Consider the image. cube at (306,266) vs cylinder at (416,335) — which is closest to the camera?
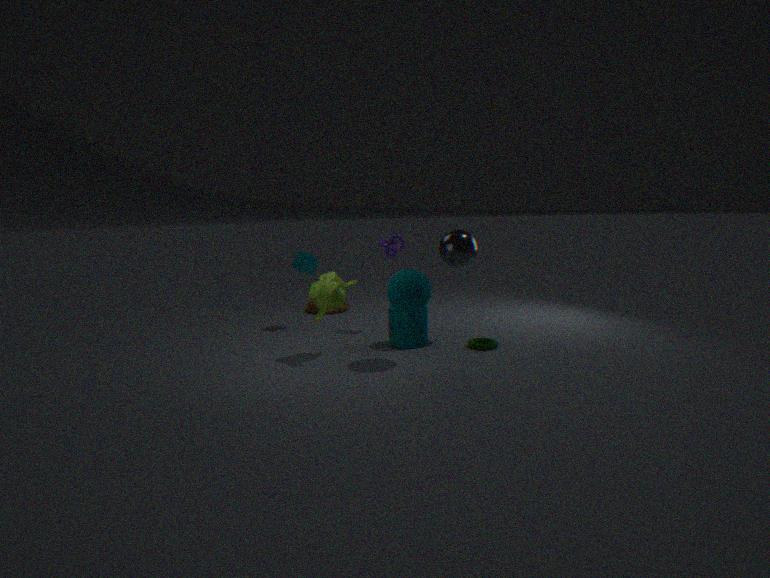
cylinder at (416,335)
